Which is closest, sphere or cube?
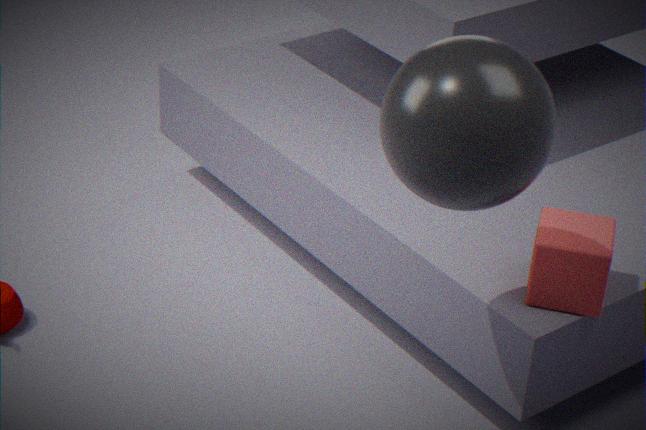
sphere
